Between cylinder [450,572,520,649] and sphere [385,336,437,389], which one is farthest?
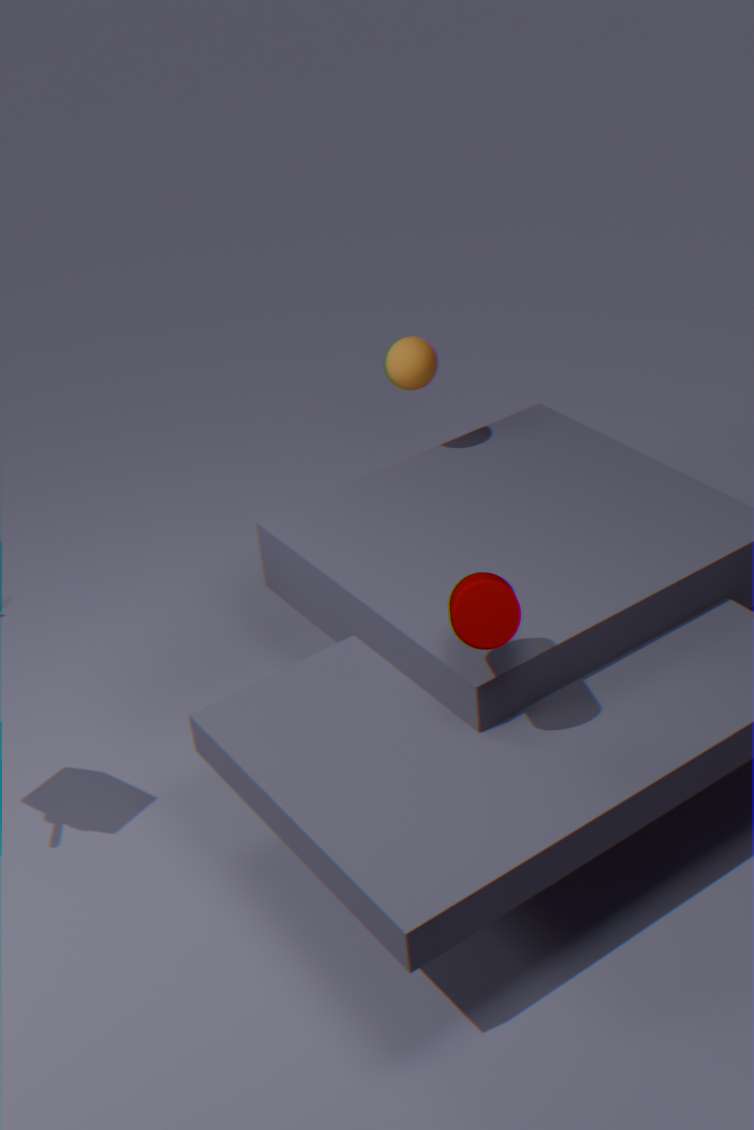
sphere [385,336,437,389]
